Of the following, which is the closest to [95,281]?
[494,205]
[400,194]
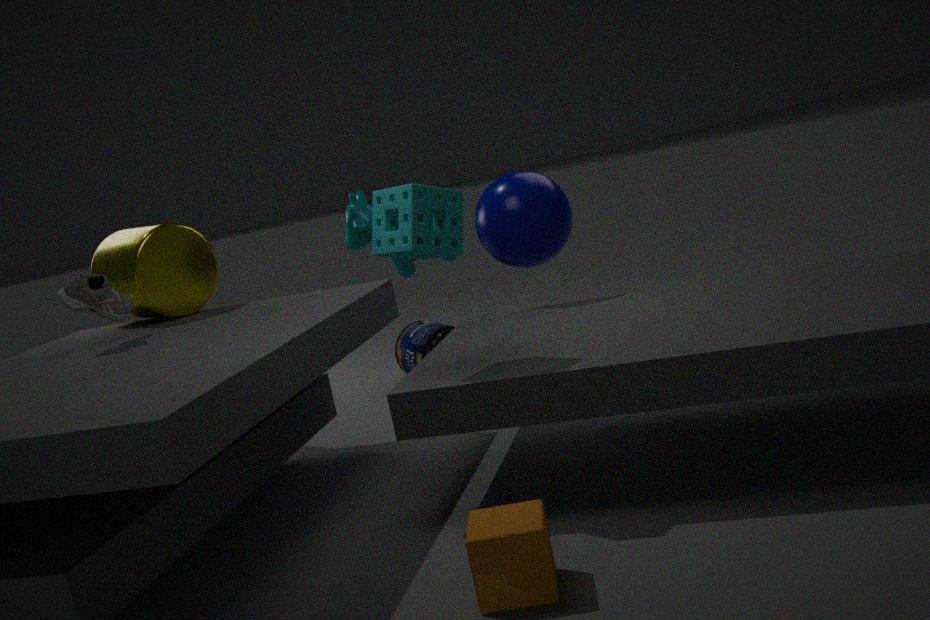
[400,194]
